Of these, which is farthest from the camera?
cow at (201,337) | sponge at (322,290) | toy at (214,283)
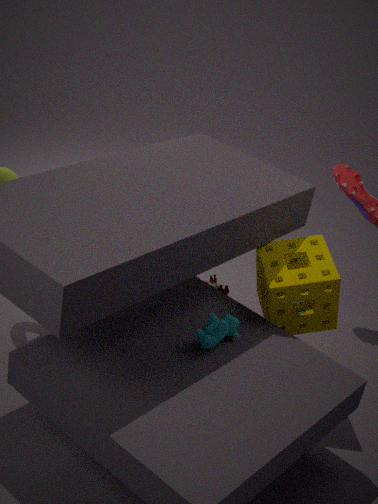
toy at (214,283)
